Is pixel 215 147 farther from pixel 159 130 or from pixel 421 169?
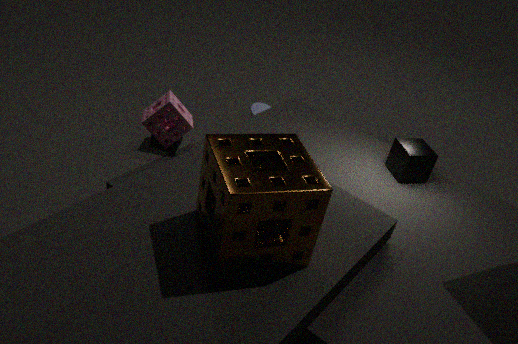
pixel 421 169
